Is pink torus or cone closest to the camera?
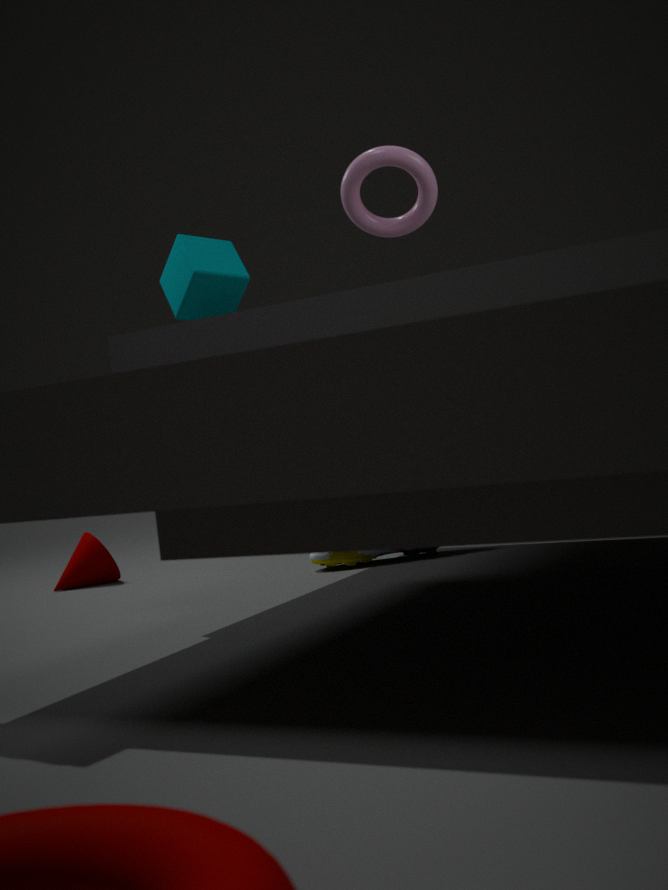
pink torus
